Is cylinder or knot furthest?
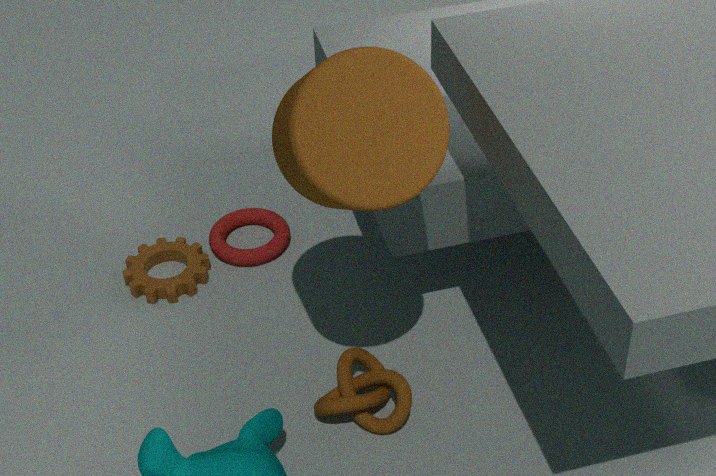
knot
